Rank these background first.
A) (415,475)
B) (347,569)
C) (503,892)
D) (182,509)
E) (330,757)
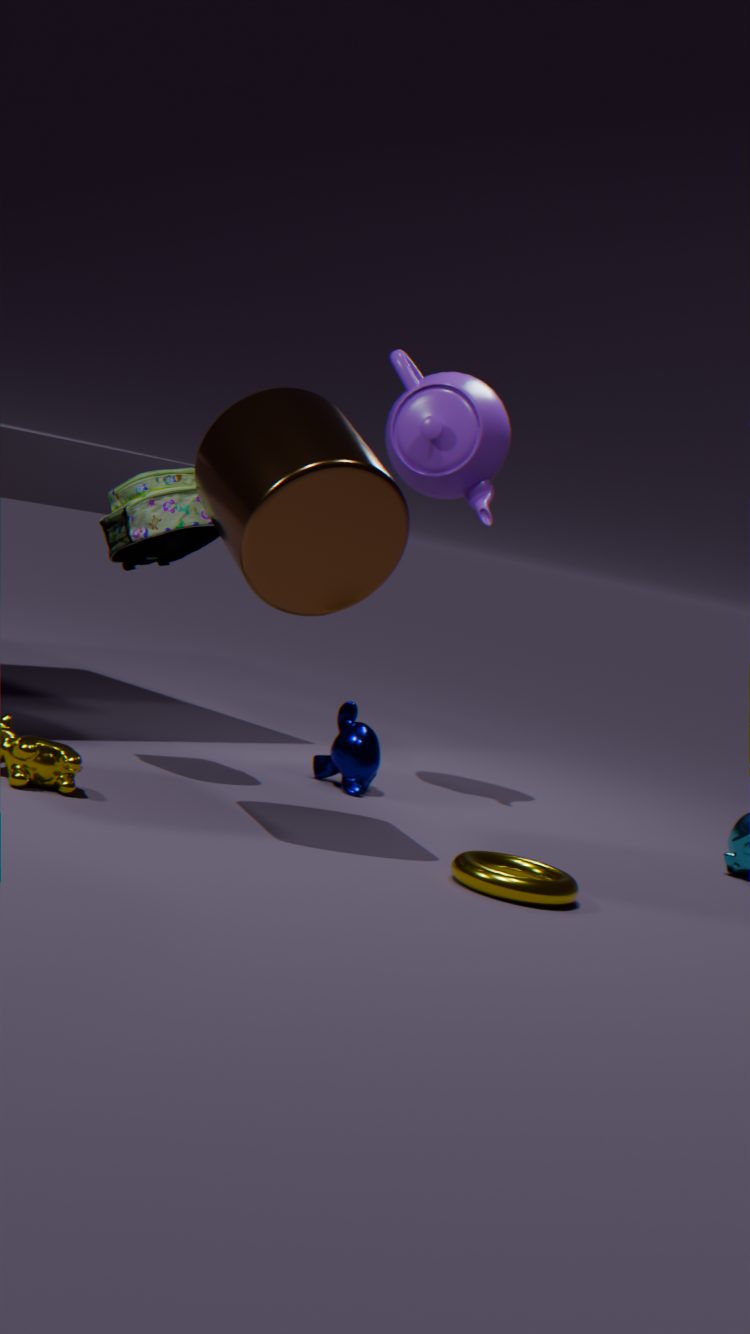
1. (415,475)
2. (330,757)
3. (182,509)
4. (347,569)
5. (503,892)
